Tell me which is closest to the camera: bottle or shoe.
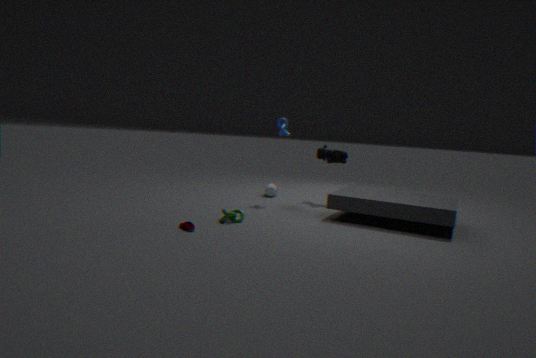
shoe
